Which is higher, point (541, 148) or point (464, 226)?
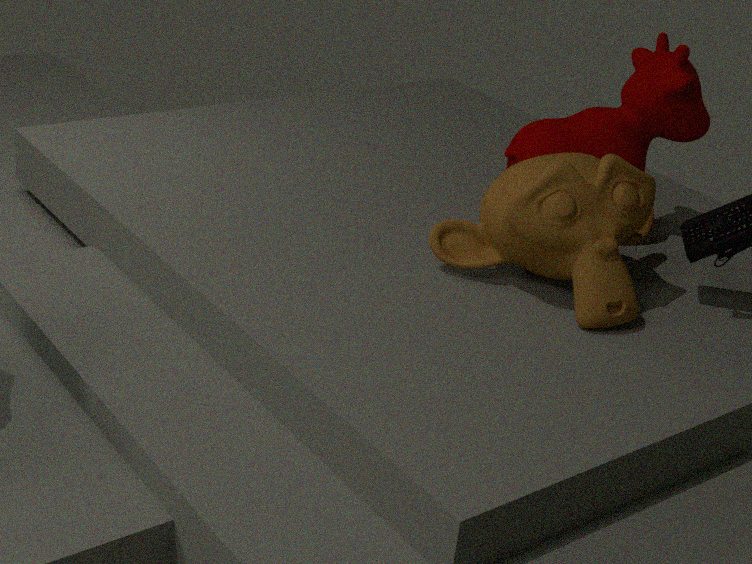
point (541, 148)
